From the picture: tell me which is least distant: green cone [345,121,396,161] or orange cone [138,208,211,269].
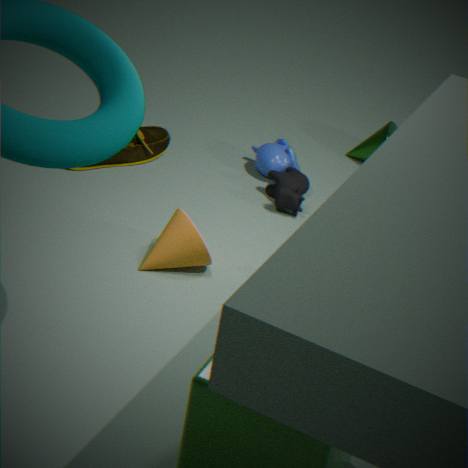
orange cone [138,208,211,269]
